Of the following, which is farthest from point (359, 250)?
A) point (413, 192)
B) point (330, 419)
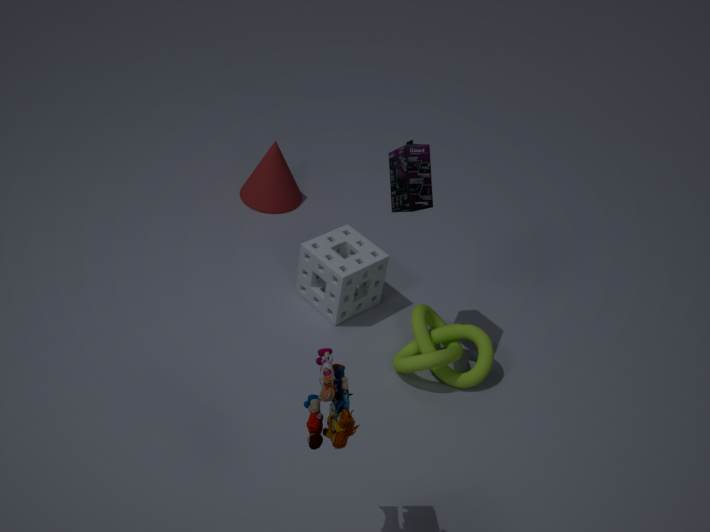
point (330, 419)
